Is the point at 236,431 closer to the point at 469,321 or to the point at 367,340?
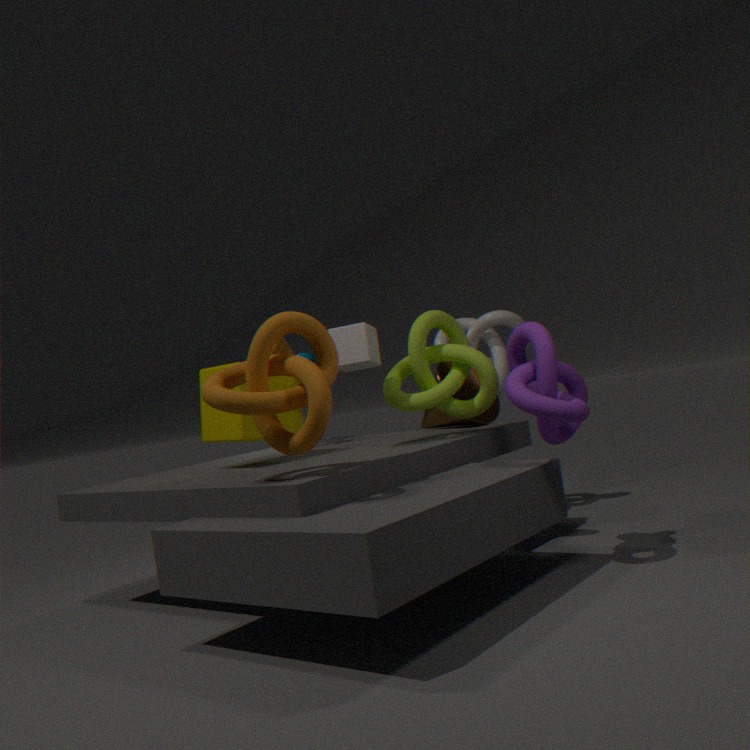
the point at 367,340
